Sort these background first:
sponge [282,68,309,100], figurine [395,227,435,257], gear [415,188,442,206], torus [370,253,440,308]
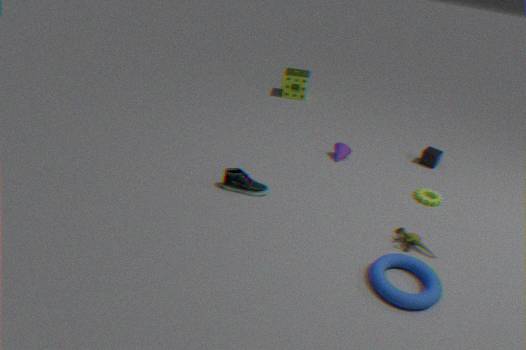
sponge [282,68,309,100] → gear [415,188,442,206] → figurine [395,227,435,257] → torus [370,253,440,308]
